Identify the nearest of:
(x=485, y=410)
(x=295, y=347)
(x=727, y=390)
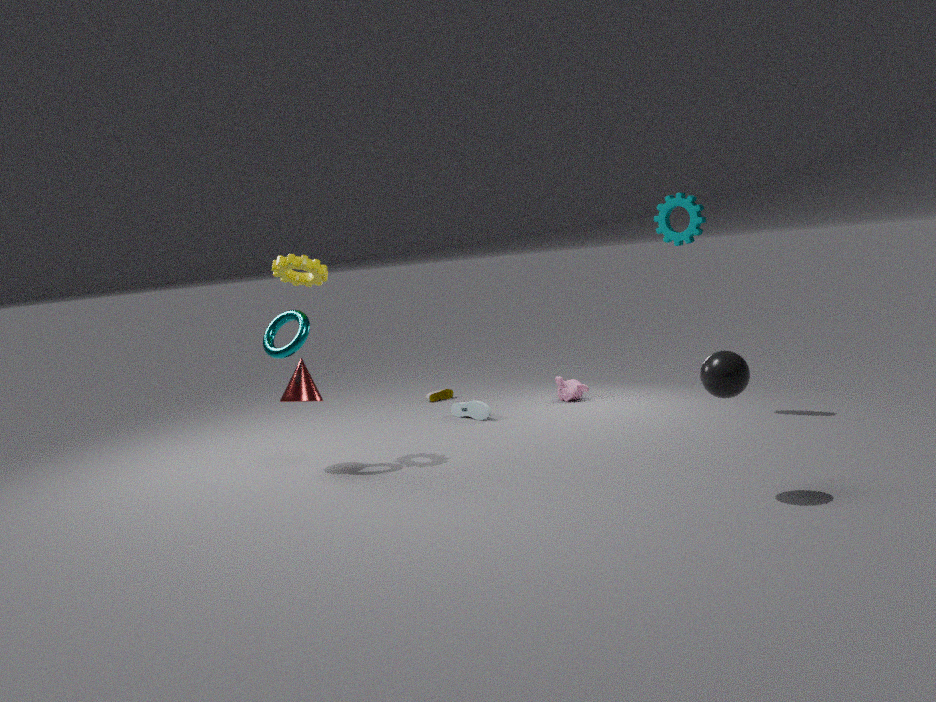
(x=727, y=390)
